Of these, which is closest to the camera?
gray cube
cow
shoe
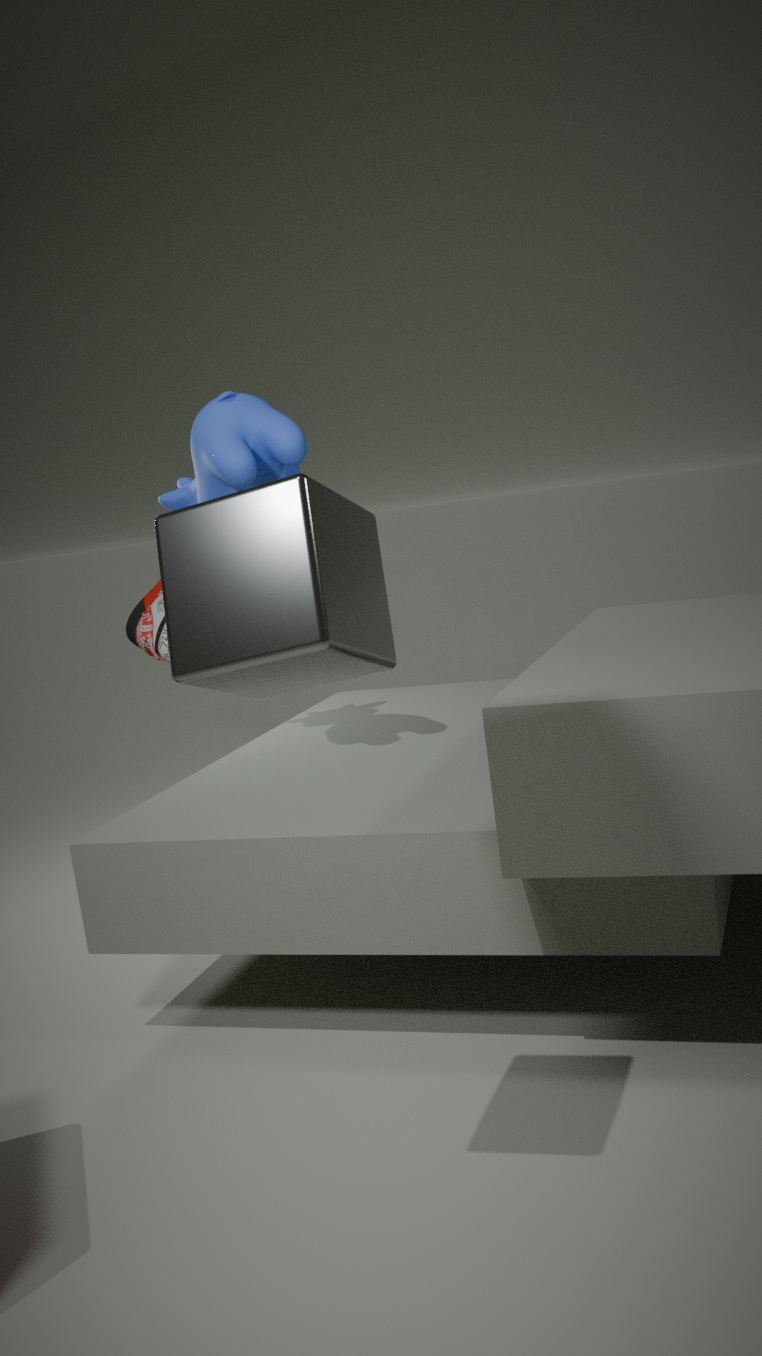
gray cube
